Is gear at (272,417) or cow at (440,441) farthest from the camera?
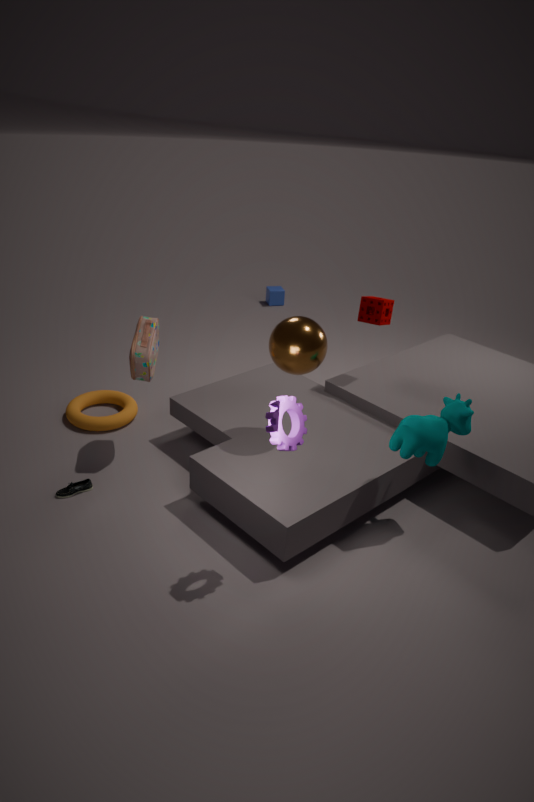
cow at (440,441)
